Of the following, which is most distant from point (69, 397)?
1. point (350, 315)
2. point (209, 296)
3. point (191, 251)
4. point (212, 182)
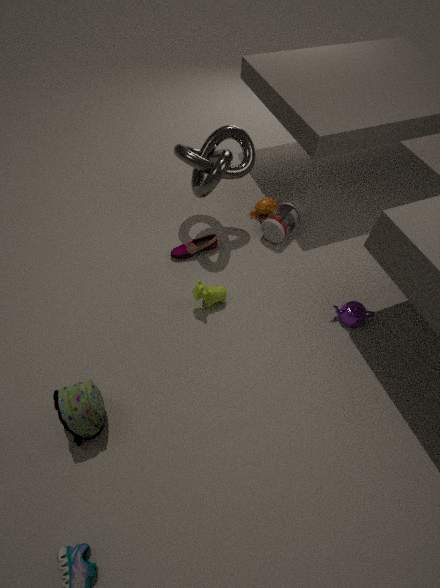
point (212, 182)
